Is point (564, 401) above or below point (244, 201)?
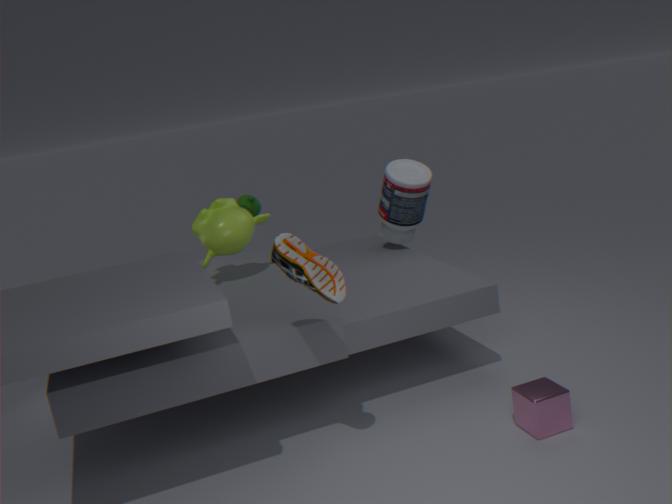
below
